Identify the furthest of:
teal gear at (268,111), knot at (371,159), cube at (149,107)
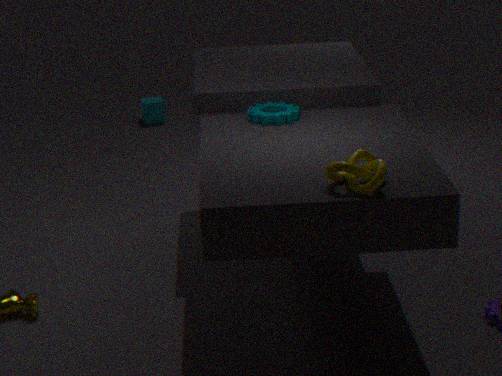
Result: cube at (149,107)
